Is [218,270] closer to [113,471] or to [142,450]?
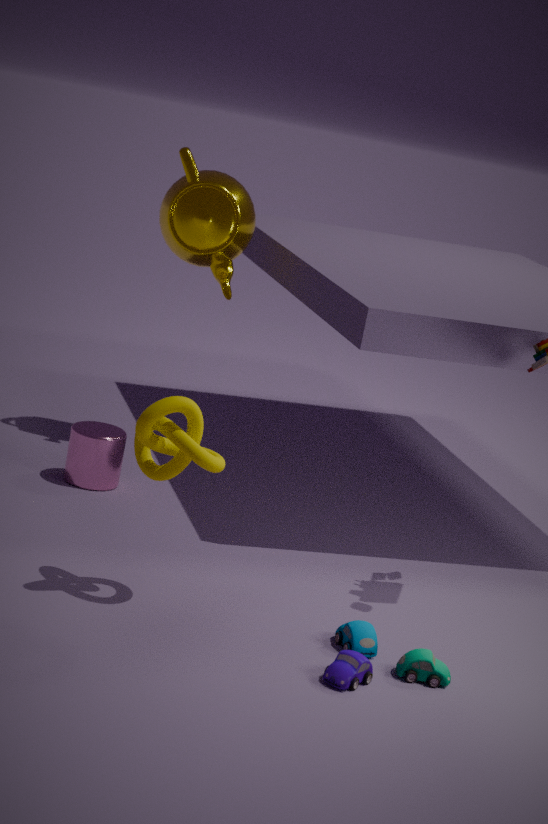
[113,471]
